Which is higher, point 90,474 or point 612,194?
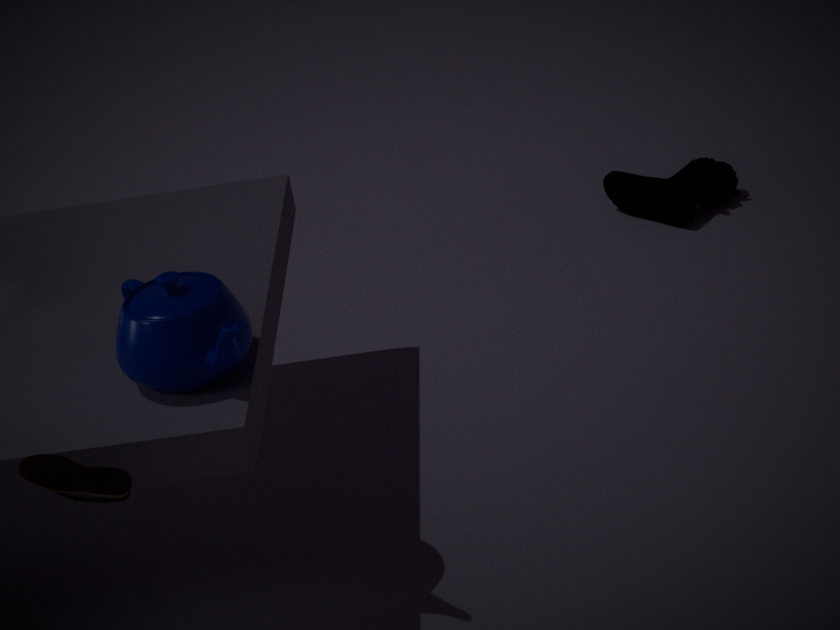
point 90,474
